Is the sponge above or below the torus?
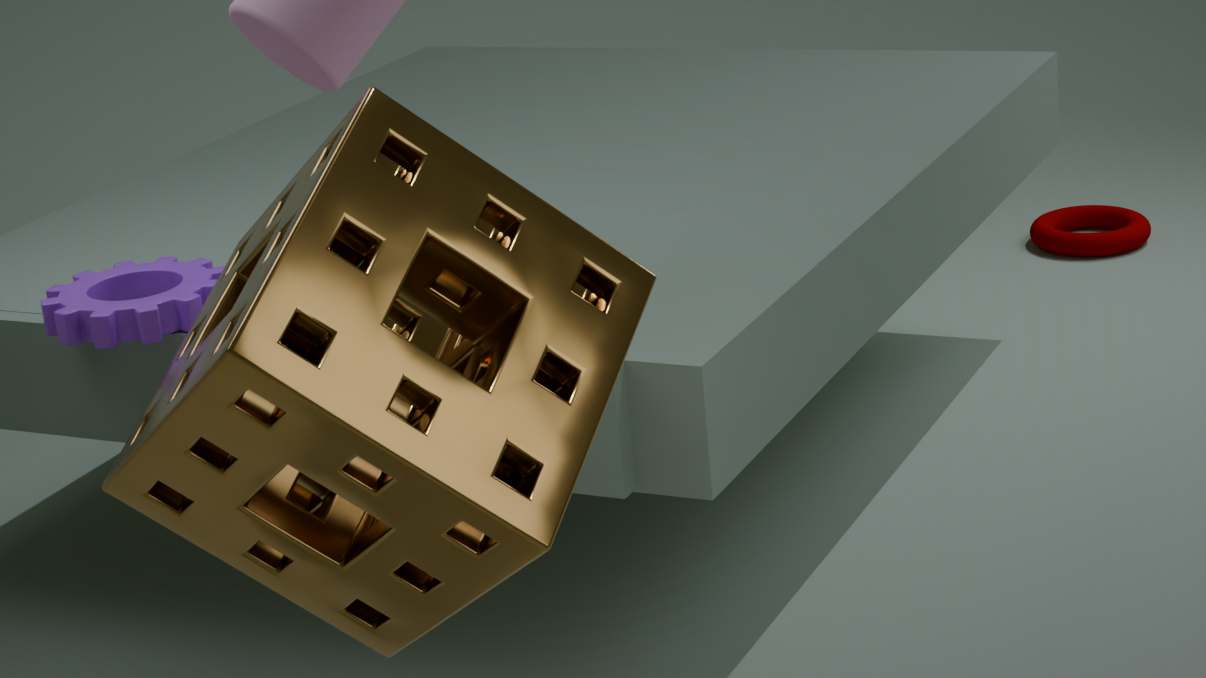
above
